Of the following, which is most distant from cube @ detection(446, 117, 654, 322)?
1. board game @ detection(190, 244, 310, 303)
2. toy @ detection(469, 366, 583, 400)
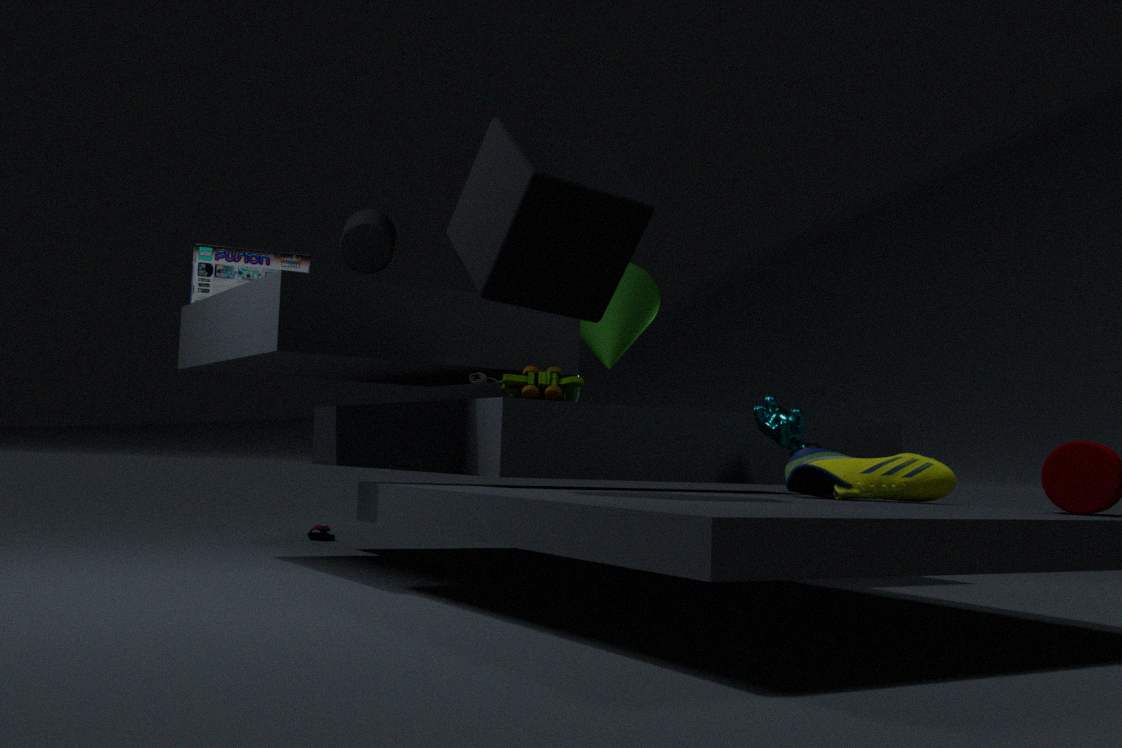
board game @ detection(190, 244, 310, 303)
